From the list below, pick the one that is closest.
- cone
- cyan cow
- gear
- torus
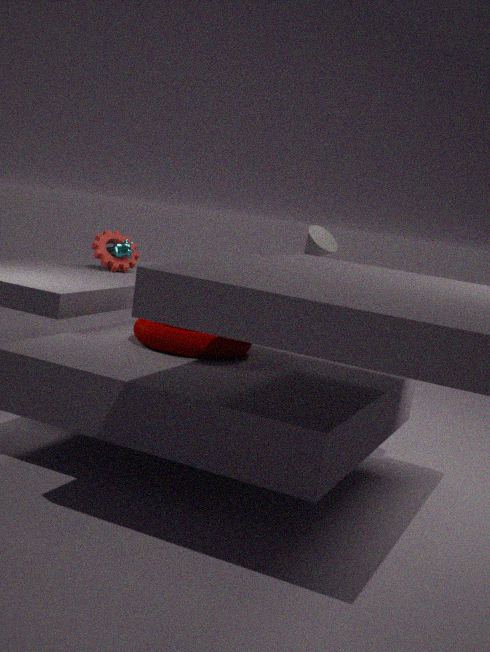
torus
